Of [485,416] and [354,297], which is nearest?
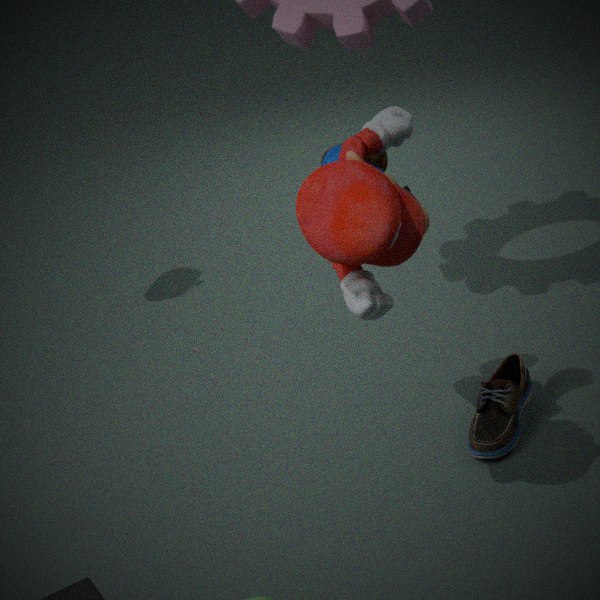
[354,297]
